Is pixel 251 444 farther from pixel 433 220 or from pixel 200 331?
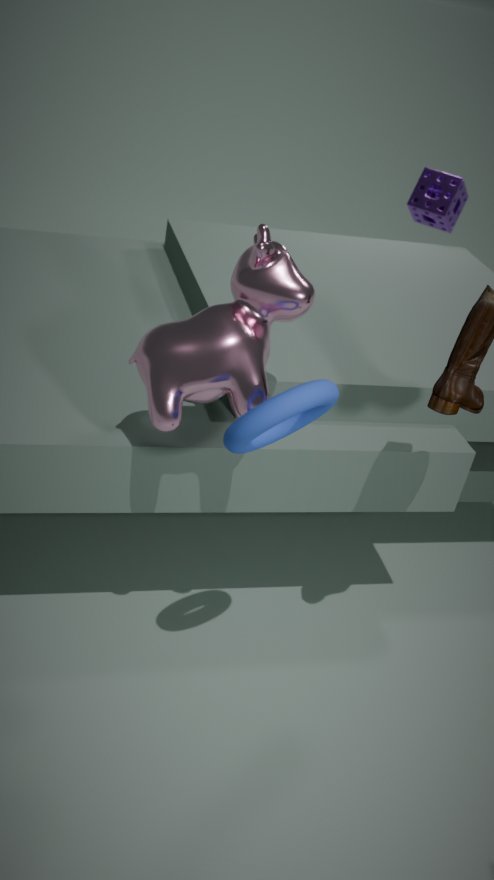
pixel 433 220
